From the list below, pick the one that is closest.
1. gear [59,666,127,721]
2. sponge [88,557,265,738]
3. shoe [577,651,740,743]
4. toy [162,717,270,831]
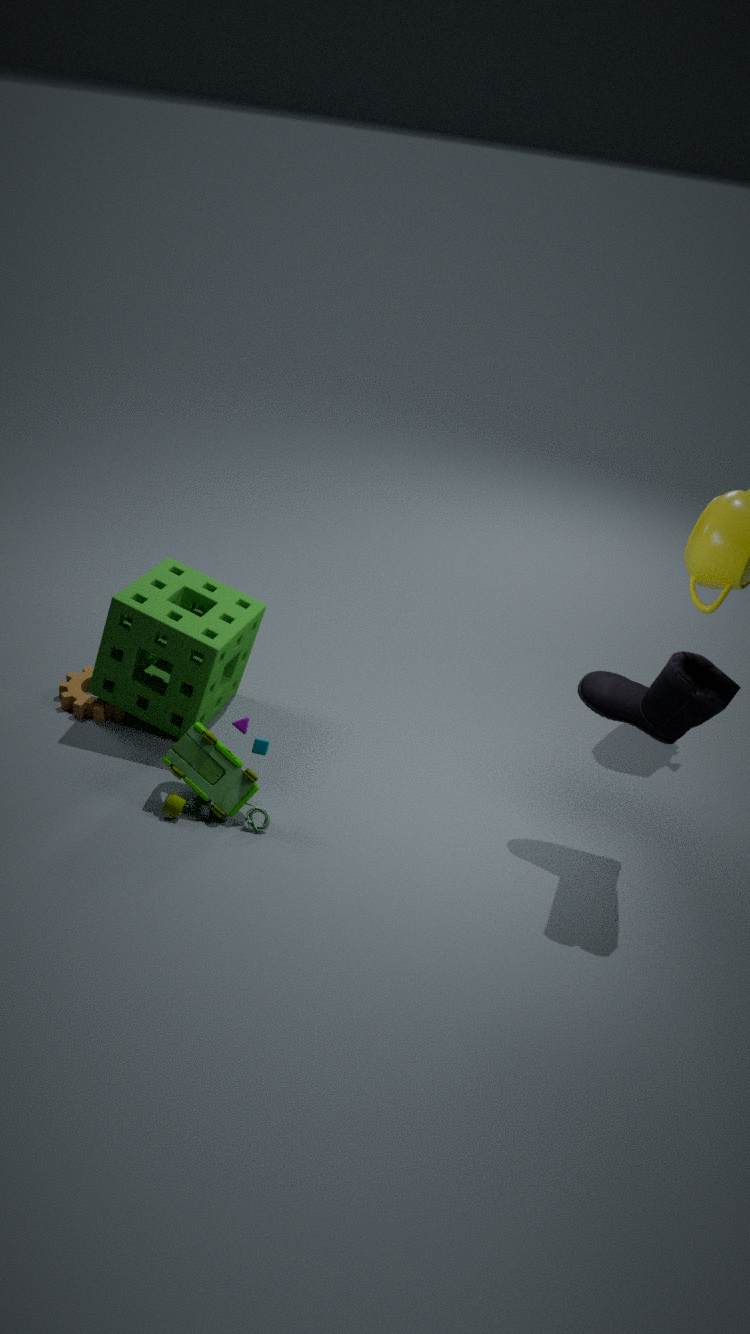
shoe [577,651,740,743]
